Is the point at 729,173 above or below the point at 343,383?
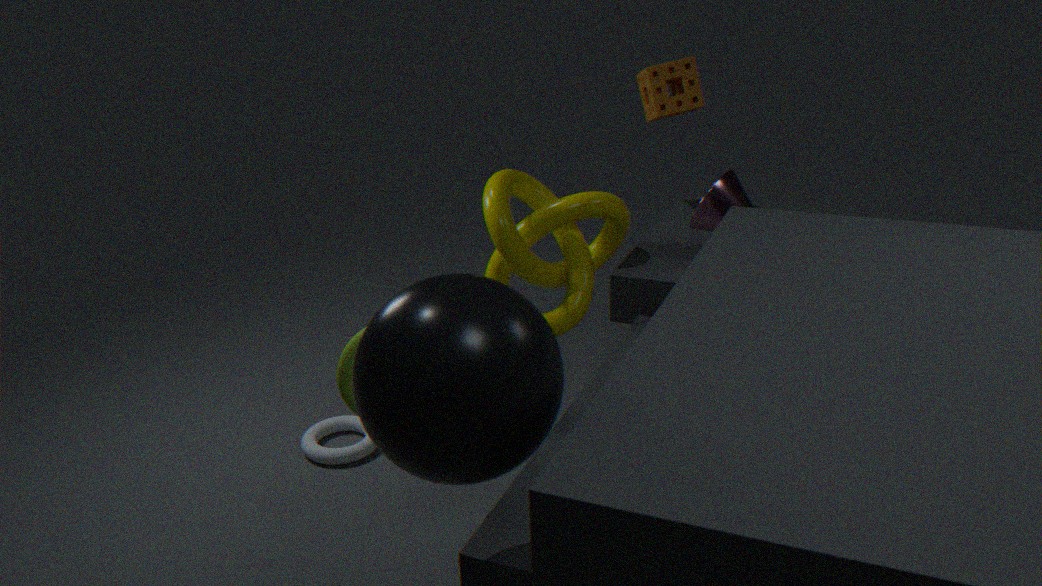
above
